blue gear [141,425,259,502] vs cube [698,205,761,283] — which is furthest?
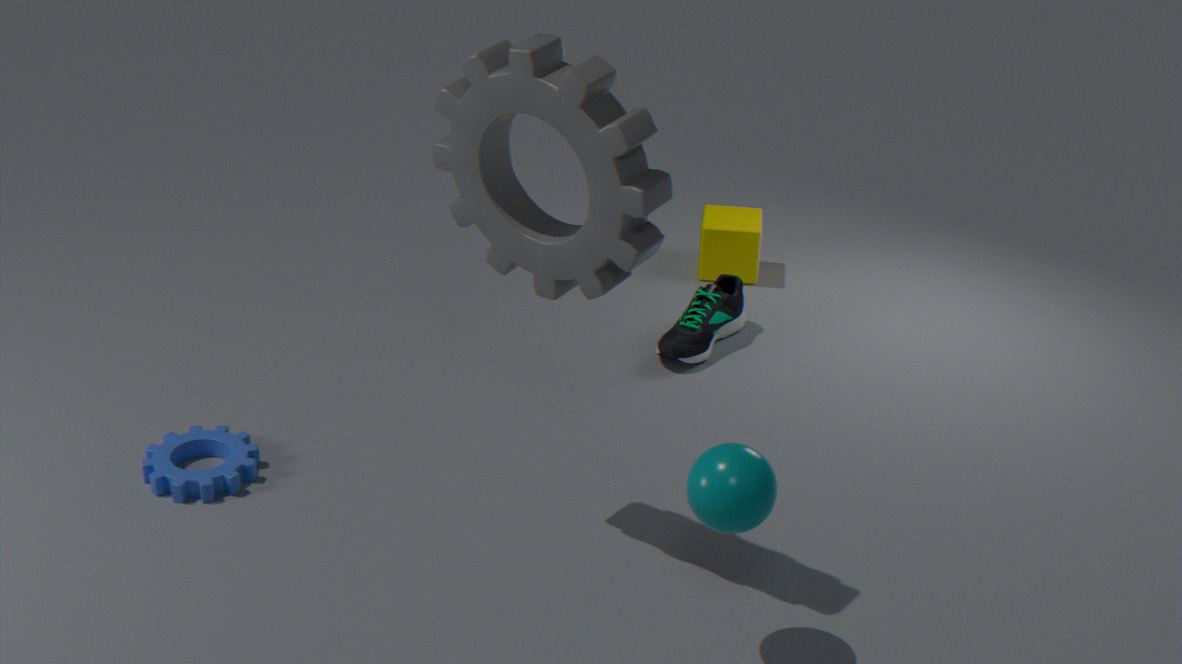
cube [698,205,761,283]
